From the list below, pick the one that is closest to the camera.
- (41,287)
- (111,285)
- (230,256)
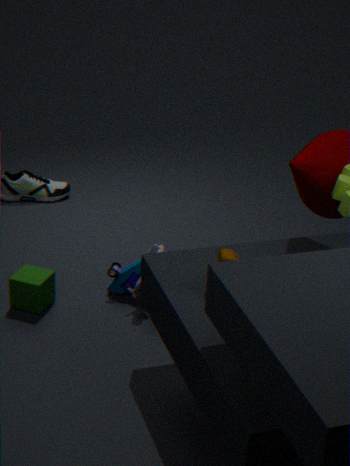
(230,256)
